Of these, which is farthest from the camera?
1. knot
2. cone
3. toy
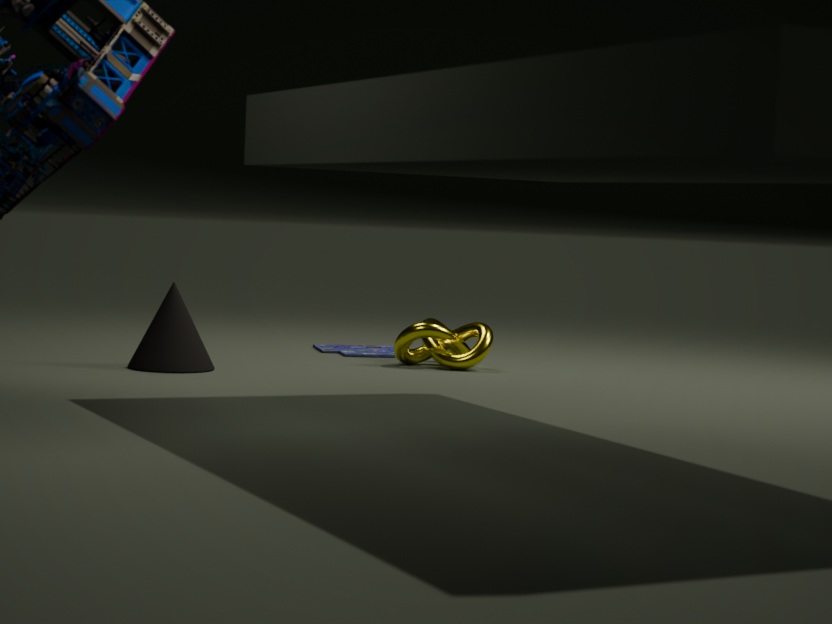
toy
